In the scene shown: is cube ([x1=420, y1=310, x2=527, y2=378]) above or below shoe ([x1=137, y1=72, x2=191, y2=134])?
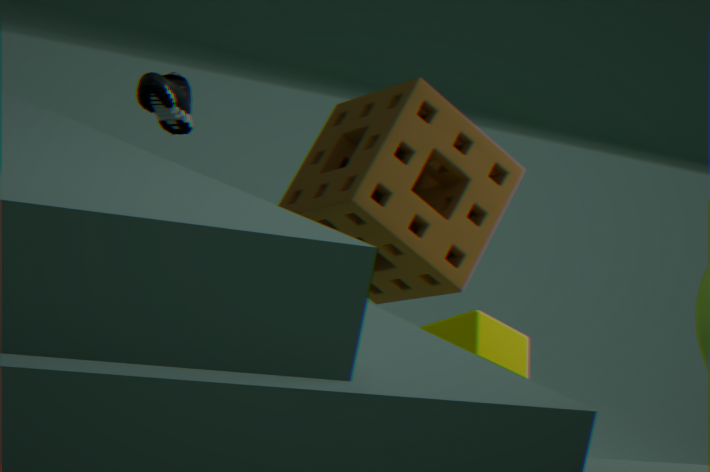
below
